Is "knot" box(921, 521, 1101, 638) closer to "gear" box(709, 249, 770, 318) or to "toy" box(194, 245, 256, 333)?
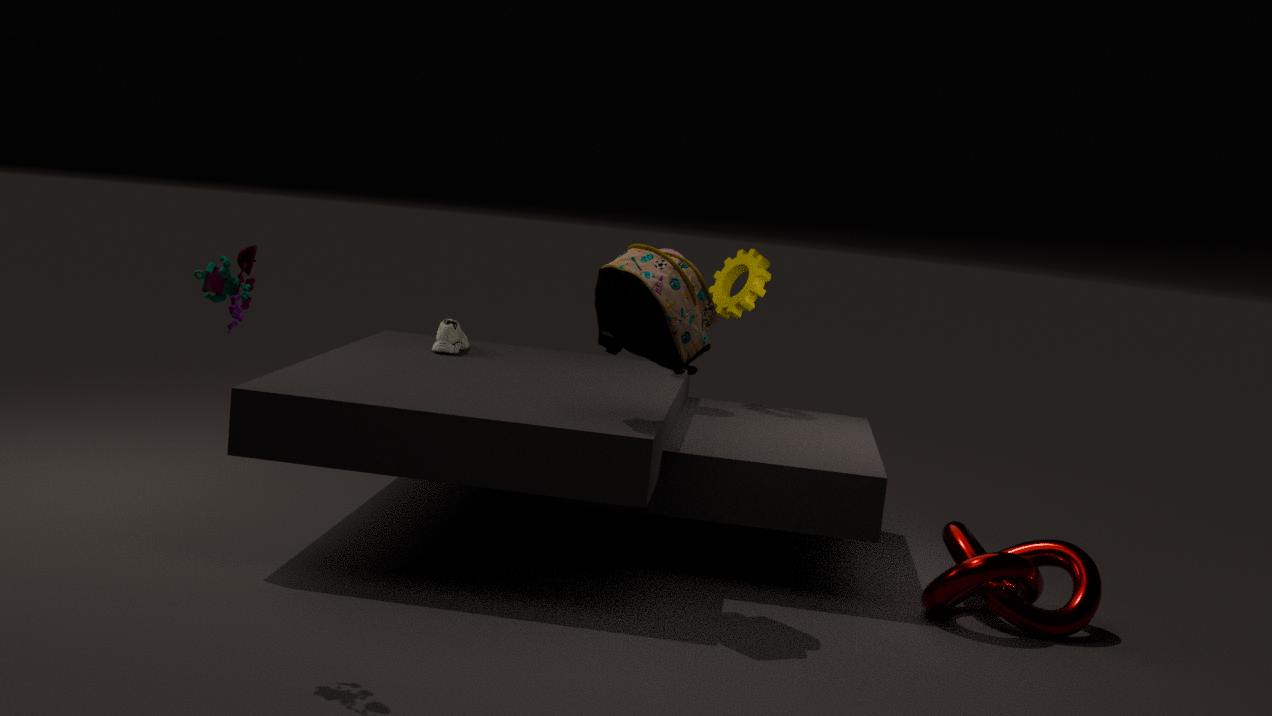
"gear" box(709, 249, 770, 318)
